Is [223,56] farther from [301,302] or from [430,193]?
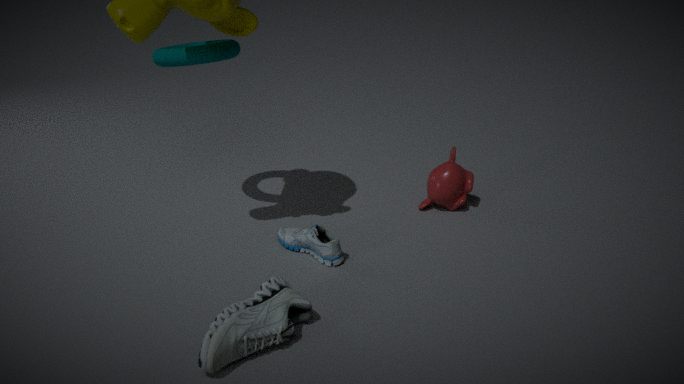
[430,193]
